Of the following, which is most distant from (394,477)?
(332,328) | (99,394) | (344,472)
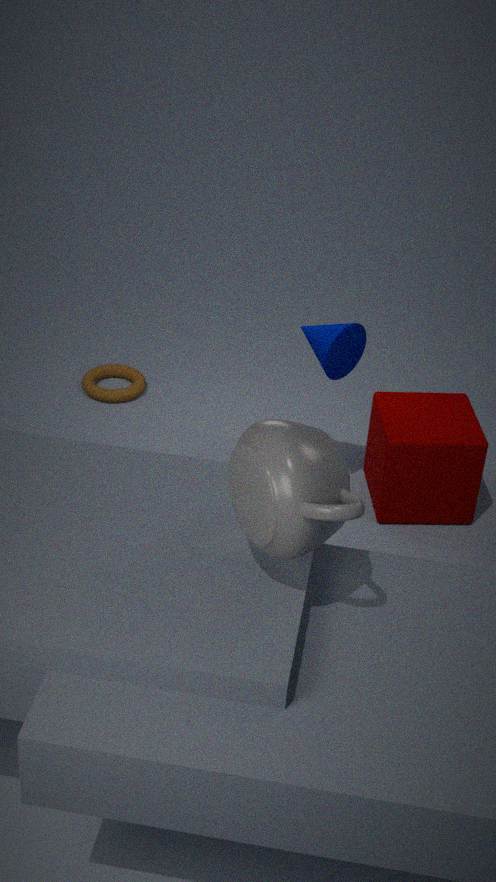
(344,472)
